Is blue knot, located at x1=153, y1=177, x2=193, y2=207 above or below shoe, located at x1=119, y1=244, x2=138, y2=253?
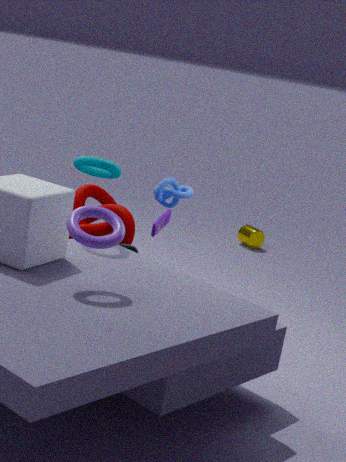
above
